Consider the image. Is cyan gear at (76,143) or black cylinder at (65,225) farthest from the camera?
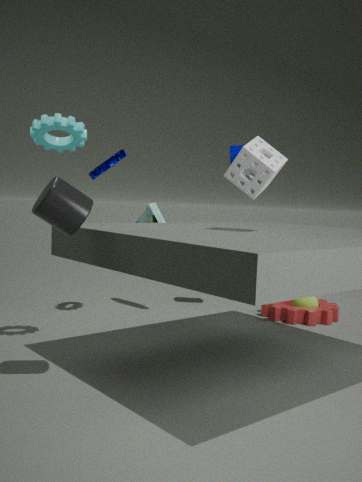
cyan gear at (76,143)
